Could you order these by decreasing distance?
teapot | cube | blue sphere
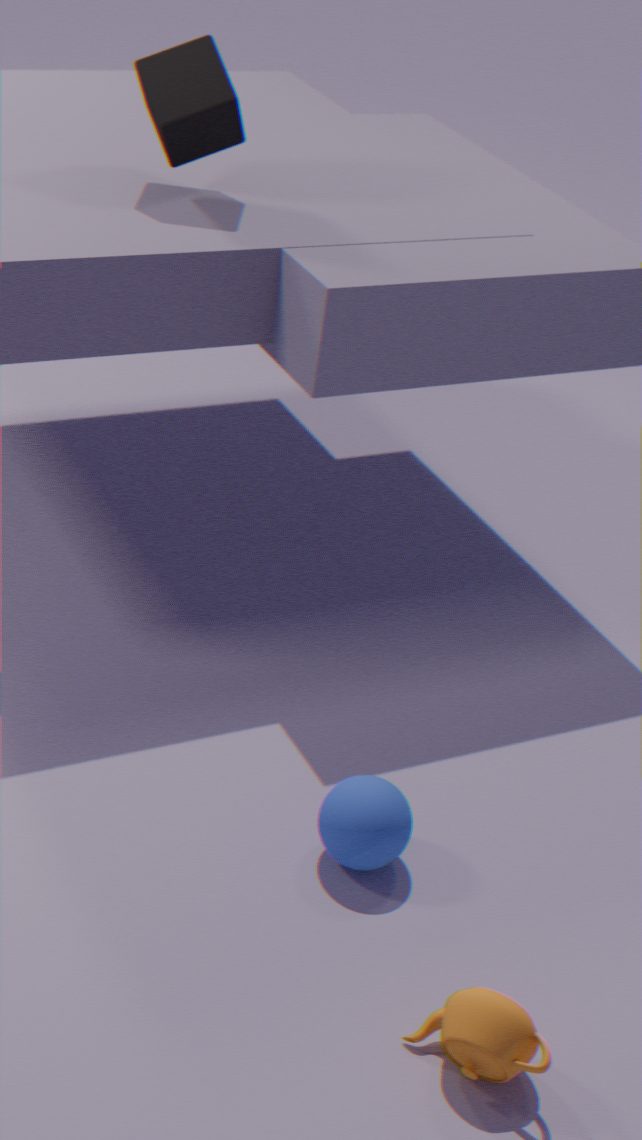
cube < blue sphere < teapot
